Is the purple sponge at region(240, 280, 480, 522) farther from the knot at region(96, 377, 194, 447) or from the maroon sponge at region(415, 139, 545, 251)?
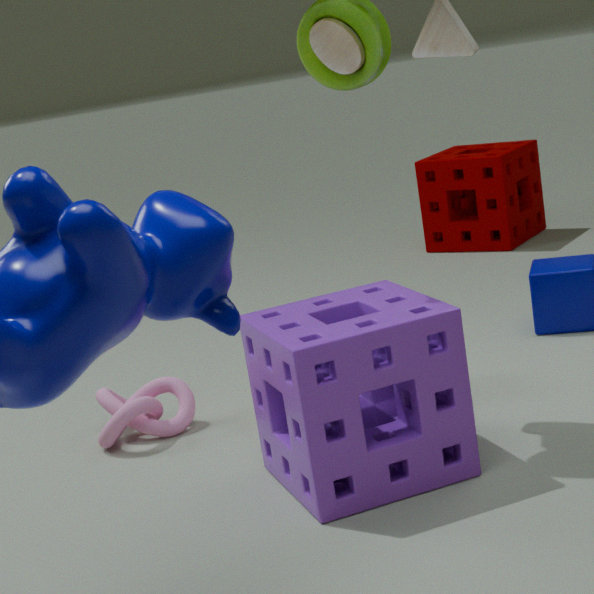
the maroon sponge at region(415, 139, 545, 251)
